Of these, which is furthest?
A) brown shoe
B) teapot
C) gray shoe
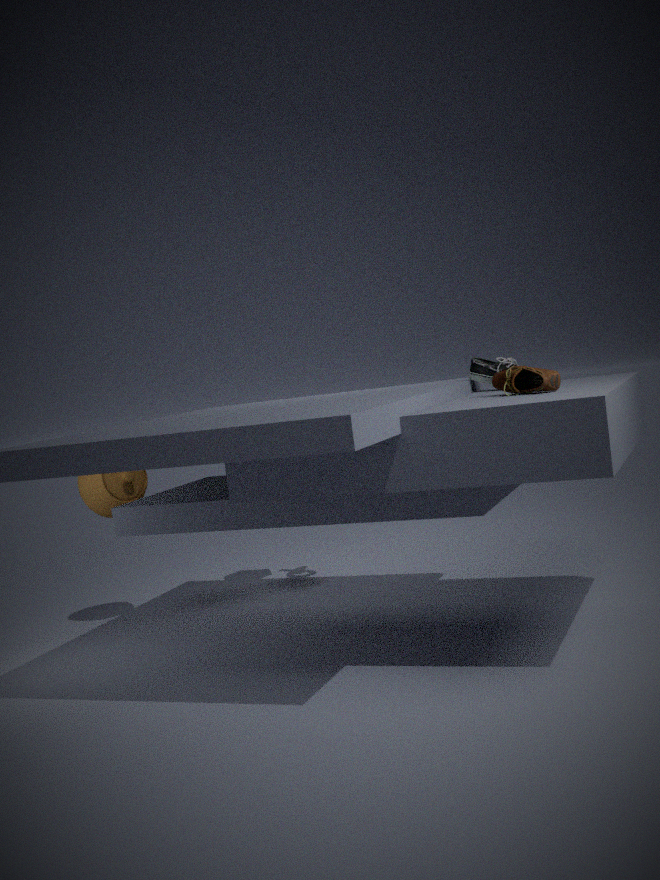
teapot
